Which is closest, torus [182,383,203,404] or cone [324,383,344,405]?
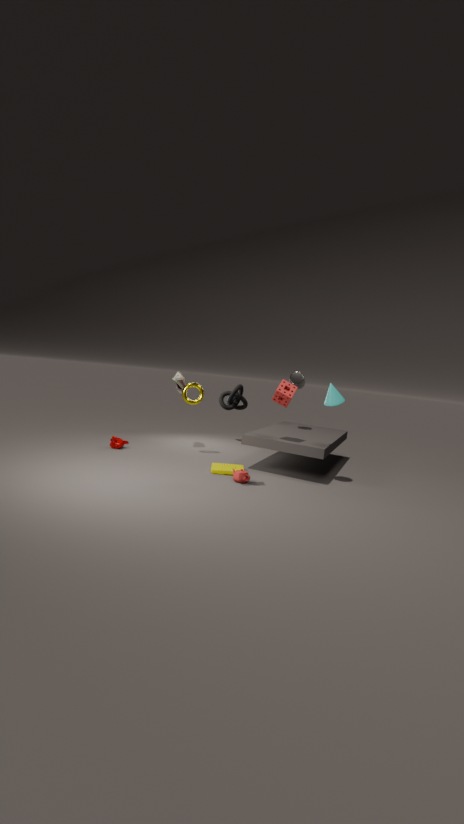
cone [324,383,344,405]
